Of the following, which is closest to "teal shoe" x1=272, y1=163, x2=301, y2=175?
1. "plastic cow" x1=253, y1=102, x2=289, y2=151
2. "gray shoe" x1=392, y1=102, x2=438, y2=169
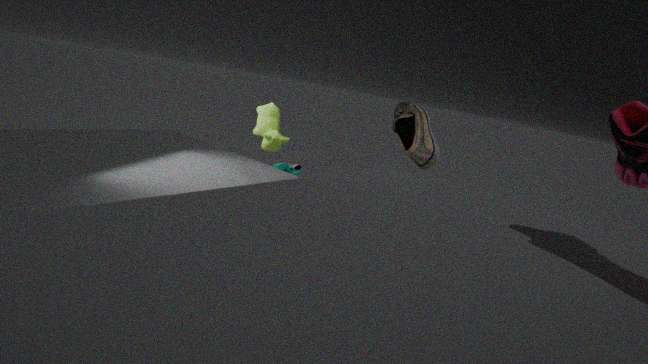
"plastic cow" x1=253, y1=102, x2=289, y2=151
